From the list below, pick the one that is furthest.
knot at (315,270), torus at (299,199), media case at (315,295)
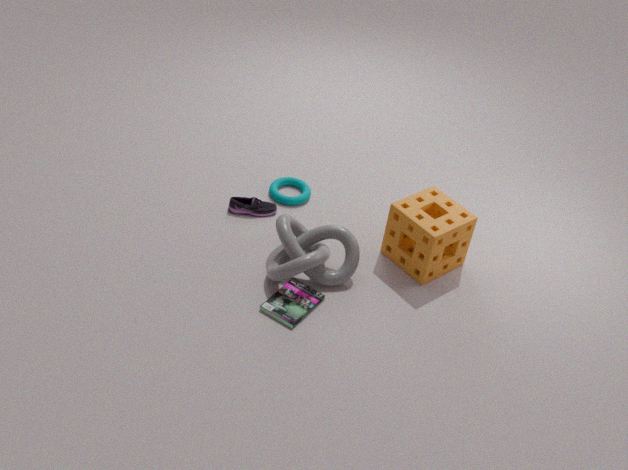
torus at (299,199)
